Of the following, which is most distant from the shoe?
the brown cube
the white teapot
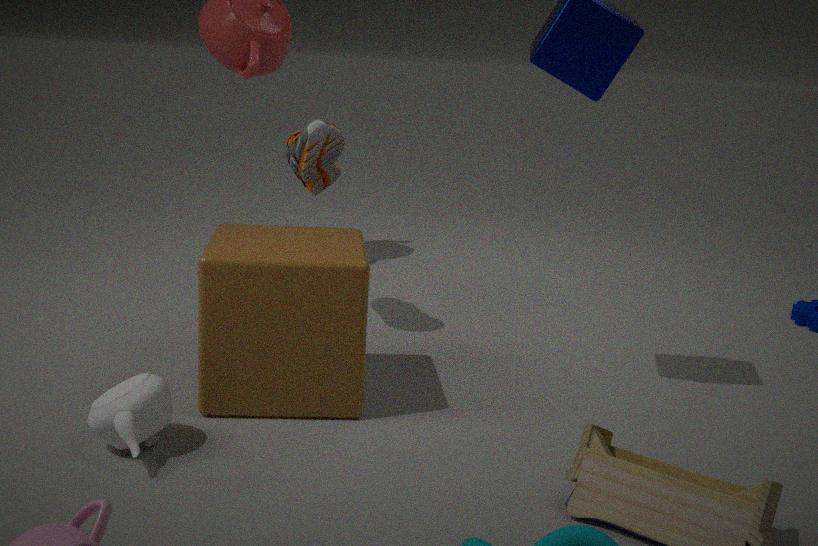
the white teapot
